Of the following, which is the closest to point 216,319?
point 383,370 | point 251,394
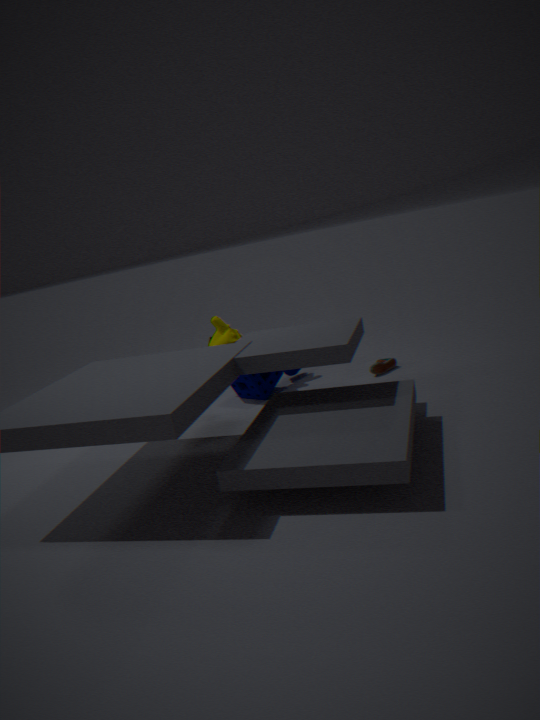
point 251,394
